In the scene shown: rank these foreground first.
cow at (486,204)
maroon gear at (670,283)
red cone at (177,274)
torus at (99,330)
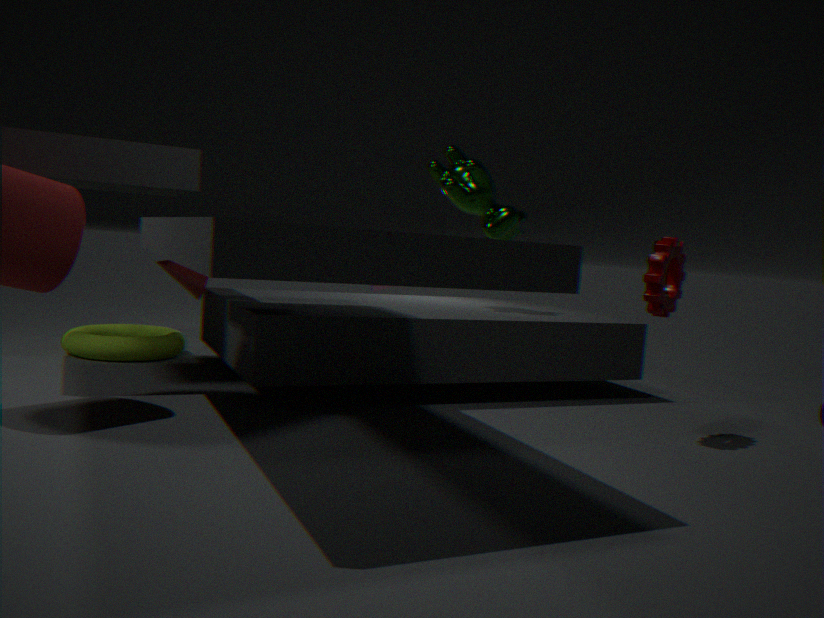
maroon gear at (670,283) < red cone at (177,274) < torus at (99,330) < cow at (486,204)
